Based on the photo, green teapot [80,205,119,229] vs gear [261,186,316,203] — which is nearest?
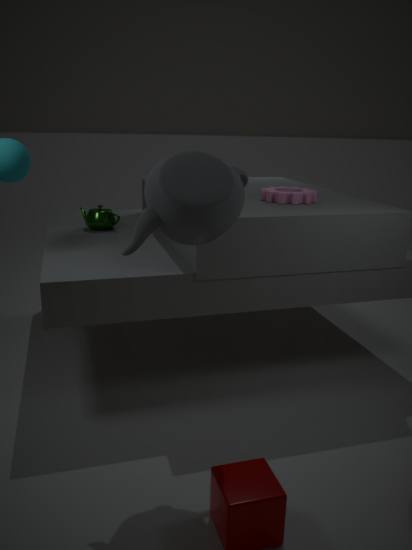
gear [261,186,316,203]
